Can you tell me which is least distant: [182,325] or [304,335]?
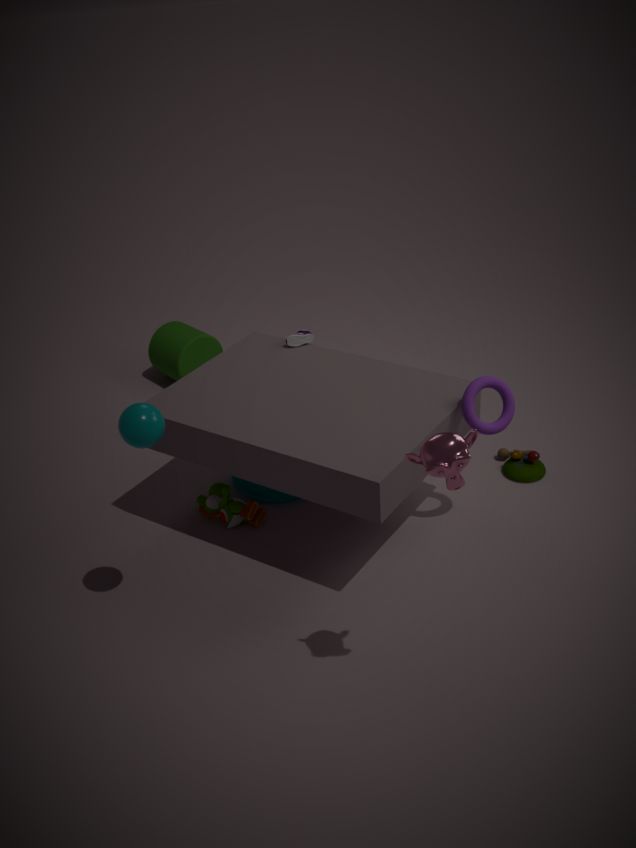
[304,335]
